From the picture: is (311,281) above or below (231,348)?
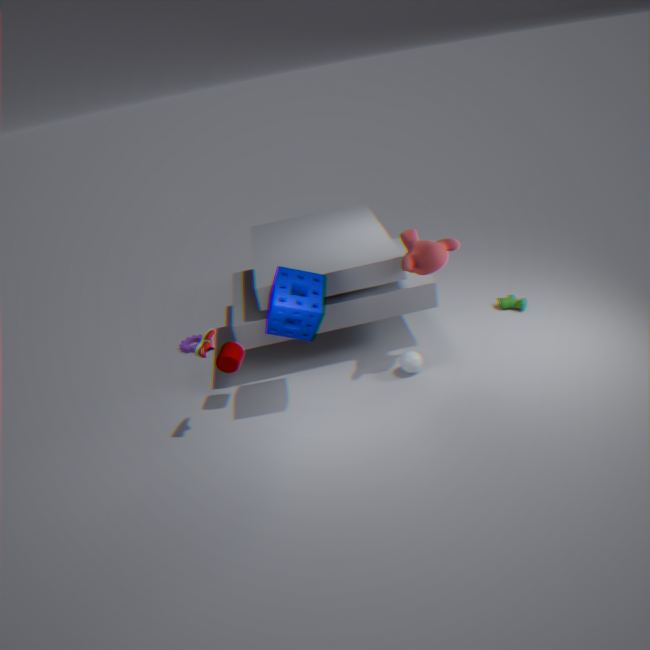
above
